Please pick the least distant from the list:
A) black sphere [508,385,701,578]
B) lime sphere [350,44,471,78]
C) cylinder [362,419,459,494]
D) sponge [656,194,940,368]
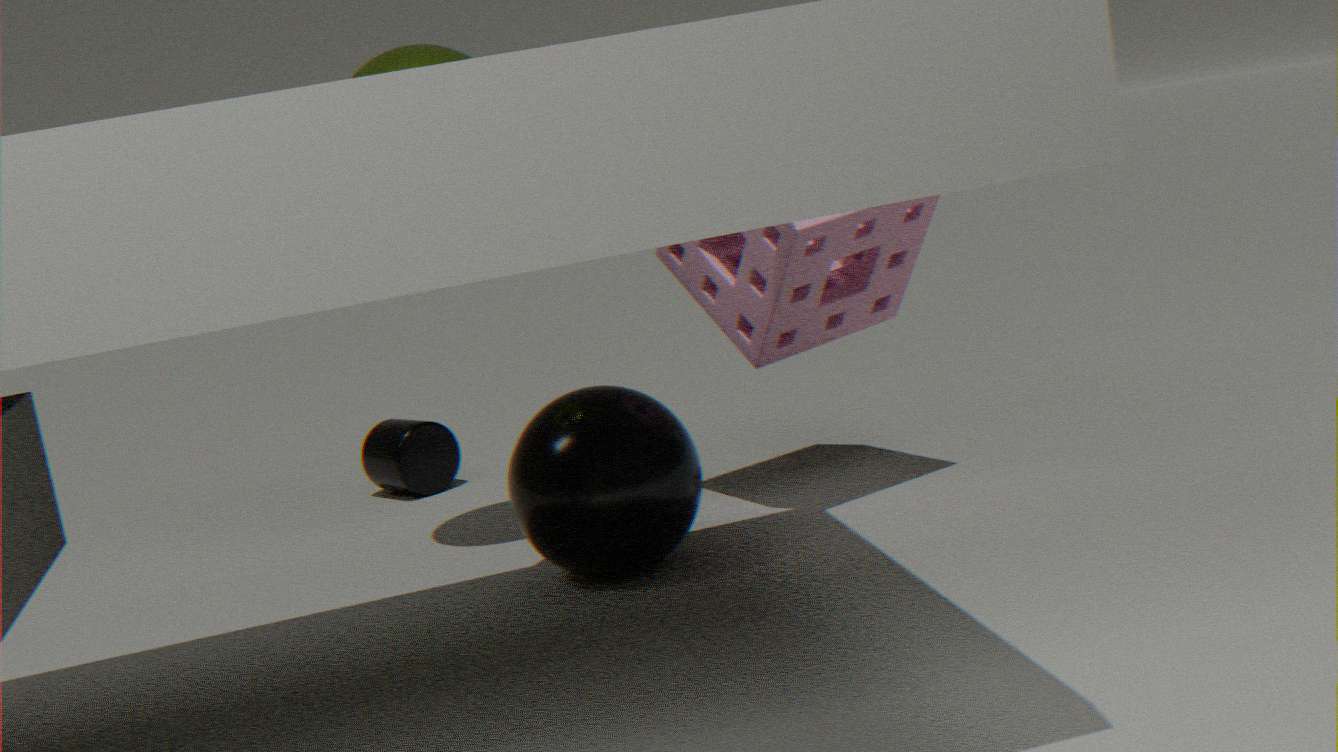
black sphere [508,385,701,578]
